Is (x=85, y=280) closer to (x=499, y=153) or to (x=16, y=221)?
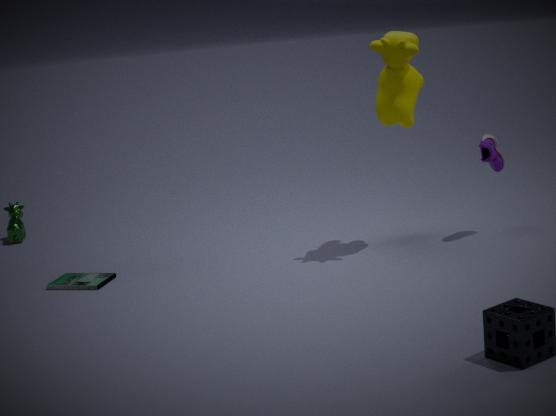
(x=16, y=221)
